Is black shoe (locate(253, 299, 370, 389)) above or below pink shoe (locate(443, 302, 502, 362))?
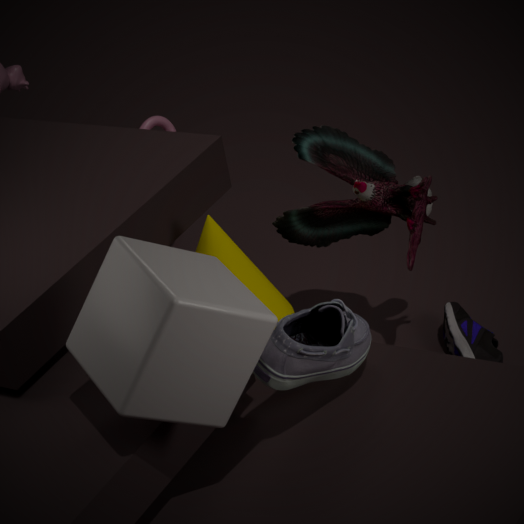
above
